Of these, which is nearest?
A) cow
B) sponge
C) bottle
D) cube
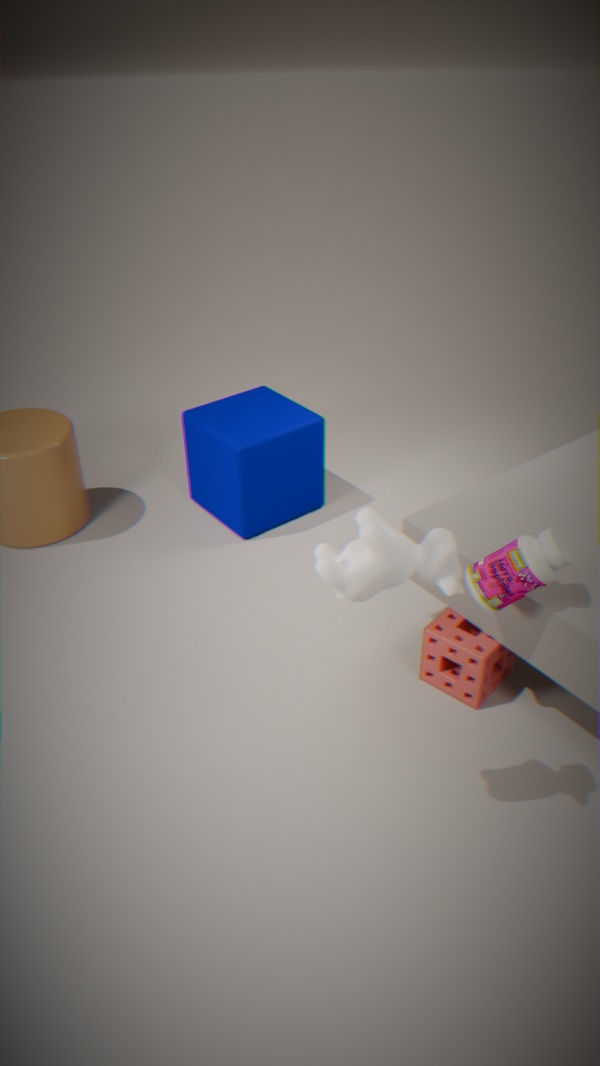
cow
